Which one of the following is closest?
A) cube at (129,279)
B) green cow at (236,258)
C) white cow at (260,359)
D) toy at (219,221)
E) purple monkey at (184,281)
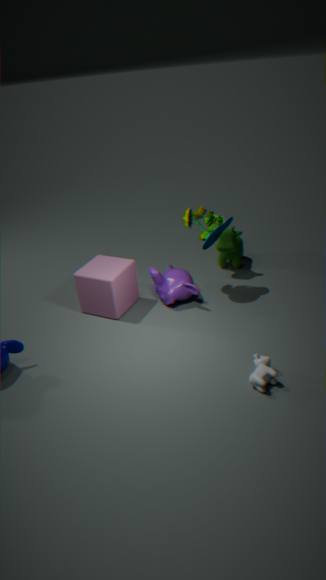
white cow at (260,359)
